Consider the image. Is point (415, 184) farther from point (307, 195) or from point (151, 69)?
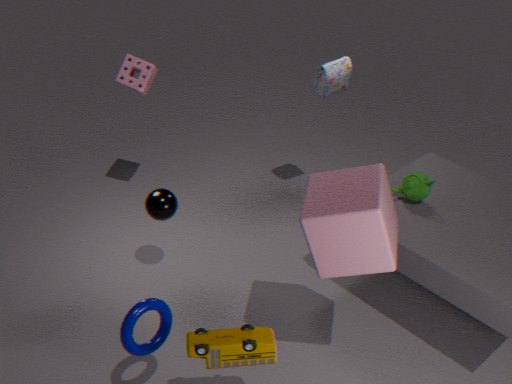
point (151, 69)
